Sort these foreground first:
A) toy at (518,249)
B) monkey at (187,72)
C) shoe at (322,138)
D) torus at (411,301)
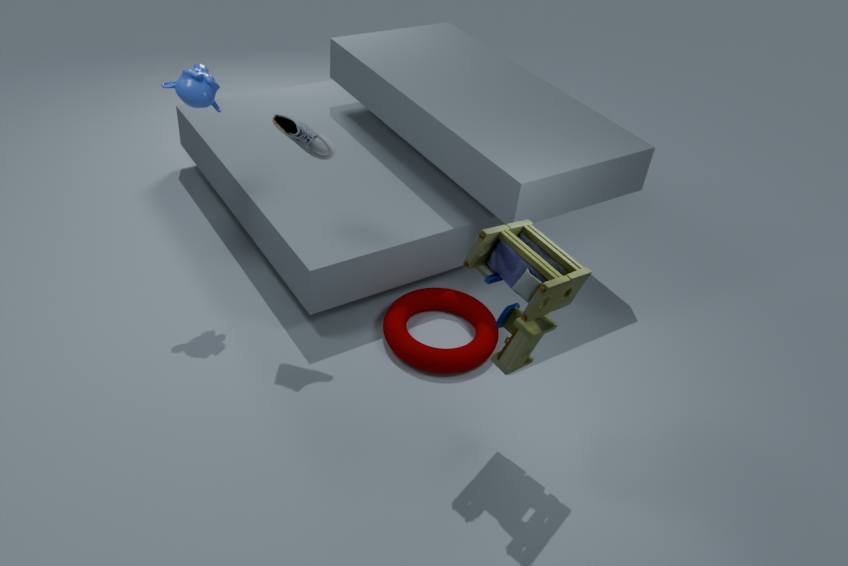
A. toy at (518,249) < C. shoe at (322,138) < B. monkey at (187,72) < D. torus at (411,301)
